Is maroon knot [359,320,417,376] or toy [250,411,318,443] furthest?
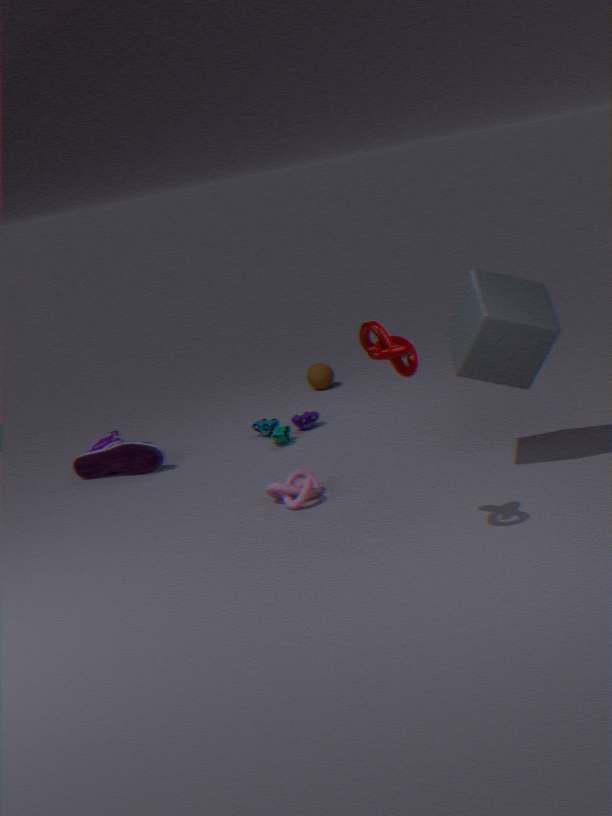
toy [250,411,318,443]
